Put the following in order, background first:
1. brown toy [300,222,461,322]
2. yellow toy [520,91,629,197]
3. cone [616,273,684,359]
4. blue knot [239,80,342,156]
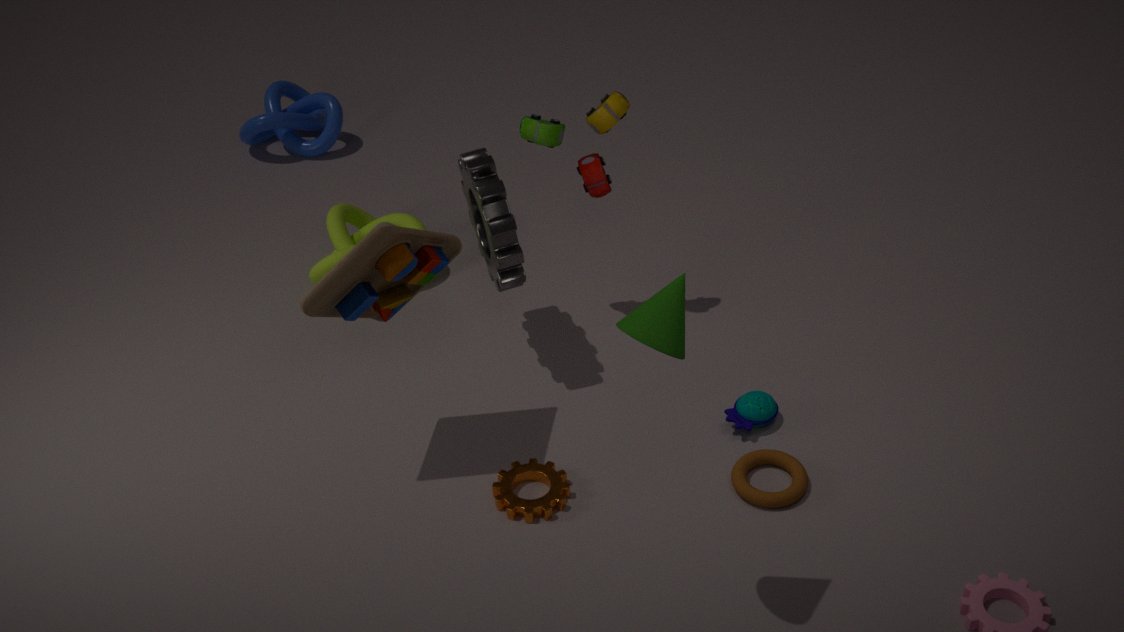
blue knot [239,80,342,156]
yellow toy [520,91,629,197]
brown toy [300,222,461,322]
cone [616,273,684,359]
